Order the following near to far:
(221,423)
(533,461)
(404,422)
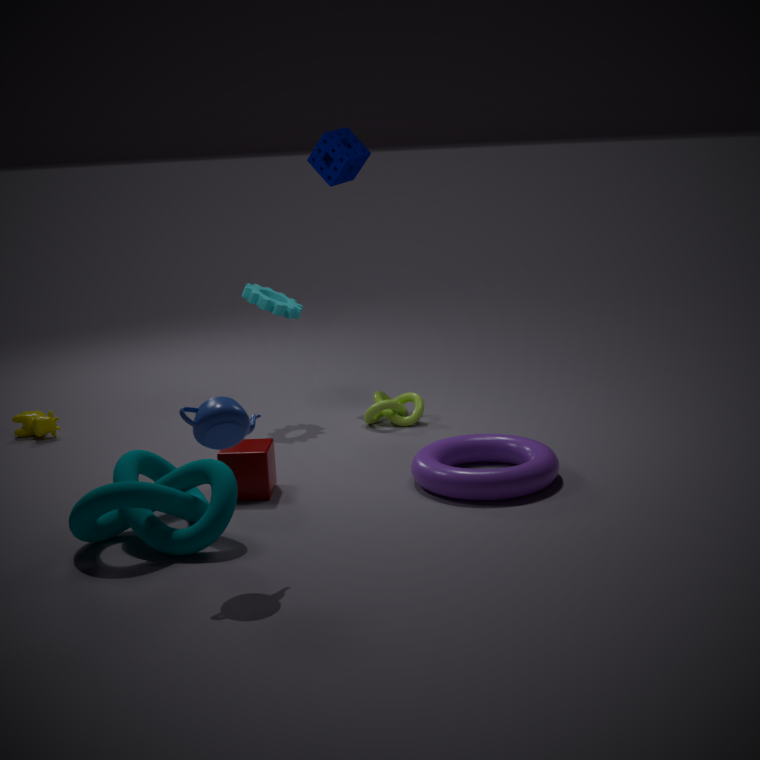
(221,423)
(533,461)
(404,422)
